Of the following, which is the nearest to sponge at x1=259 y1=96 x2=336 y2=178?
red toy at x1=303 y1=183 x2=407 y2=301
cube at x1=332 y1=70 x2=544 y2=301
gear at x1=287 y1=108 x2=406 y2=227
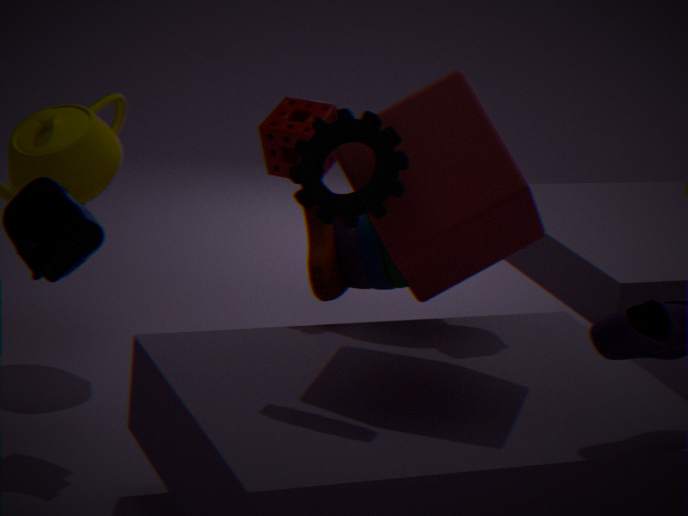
red toy at x1=303 y1=183 x2=407 y2=301
